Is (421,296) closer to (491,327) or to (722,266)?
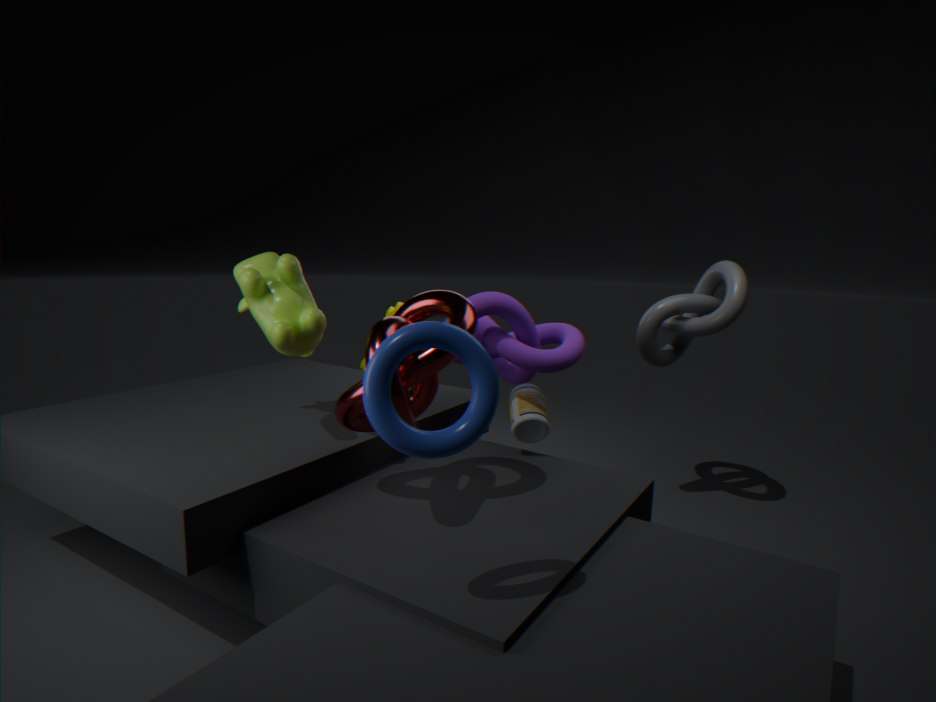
Result: (491,327)
